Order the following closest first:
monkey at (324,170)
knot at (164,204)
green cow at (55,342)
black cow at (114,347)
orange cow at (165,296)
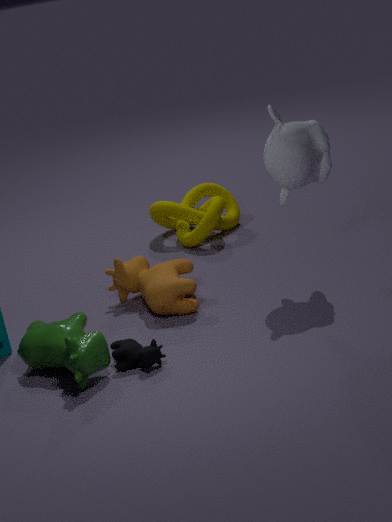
green cow at (55,342), black cow at (114,347), monkey at (324,170), orange cow at (165,296), knot at (164,204)
